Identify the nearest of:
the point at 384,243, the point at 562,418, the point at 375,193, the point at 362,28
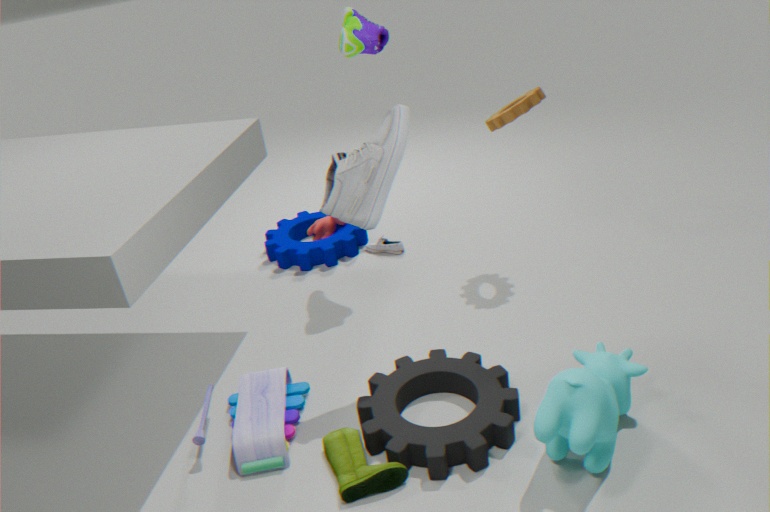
the point at 562,418
